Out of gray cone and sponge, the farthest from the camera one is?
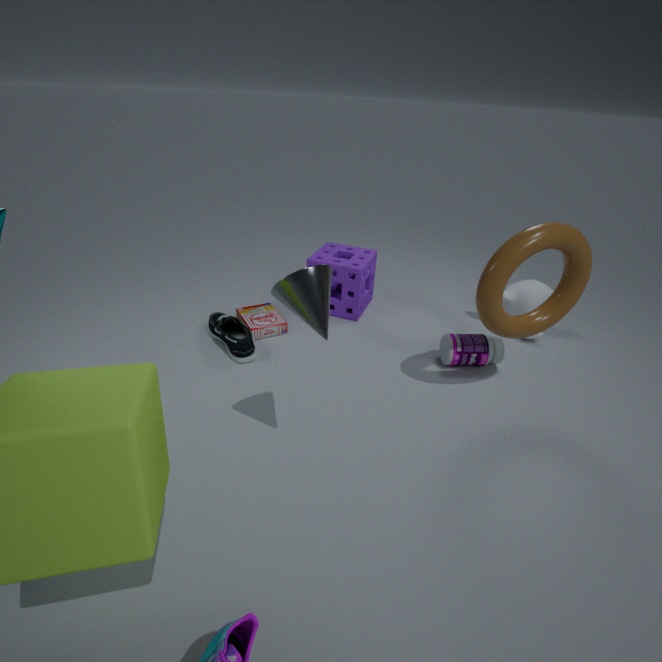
sponge
